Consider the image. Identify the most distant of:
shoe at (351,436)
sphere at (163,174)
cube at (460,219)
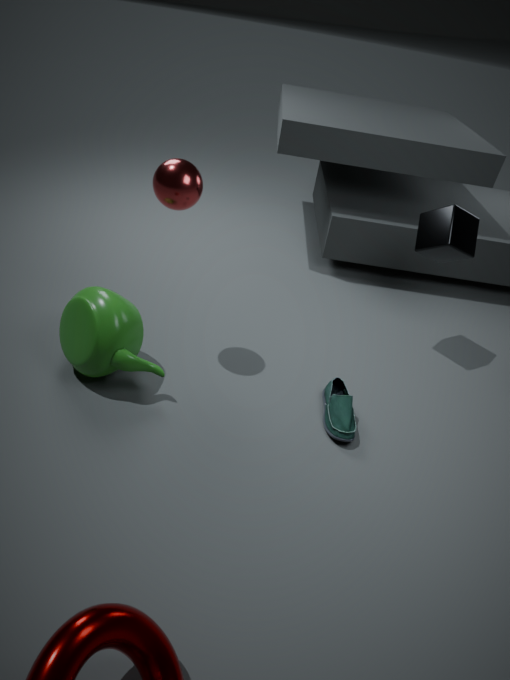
cube at (460,219)
